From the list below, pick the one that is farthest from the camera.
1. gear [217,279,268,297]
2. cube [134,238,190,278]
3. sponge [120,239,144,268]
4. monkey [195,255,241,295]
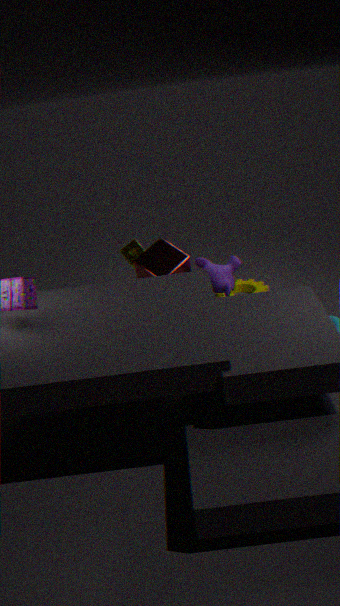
gear [217,279,268,297]
